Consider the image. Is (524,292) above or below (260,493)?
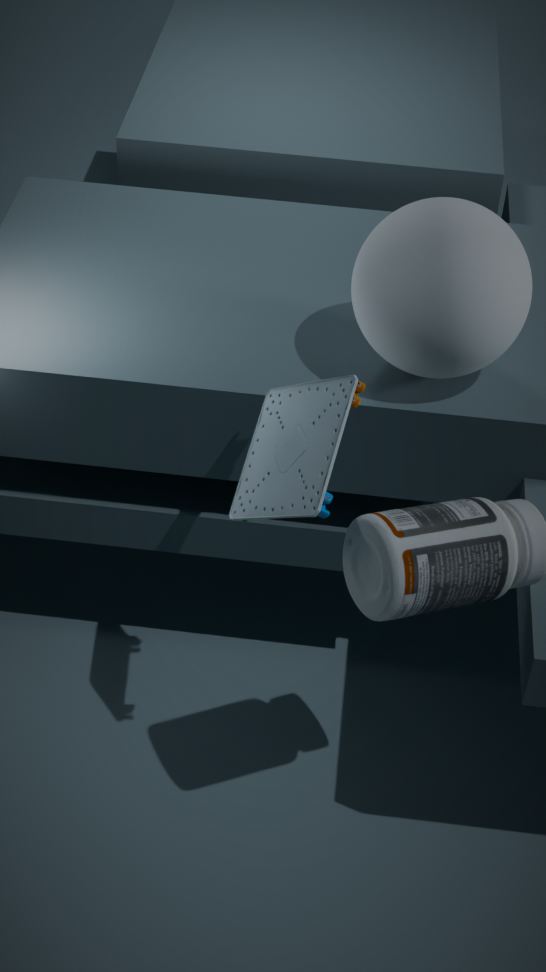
above
